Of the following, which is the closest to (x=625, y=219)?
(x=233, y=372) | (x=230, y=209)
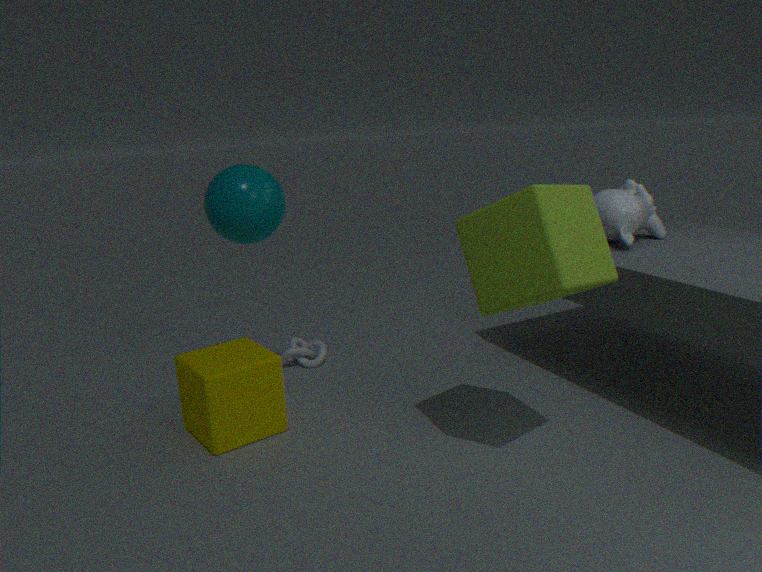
(x=230, y=209)
